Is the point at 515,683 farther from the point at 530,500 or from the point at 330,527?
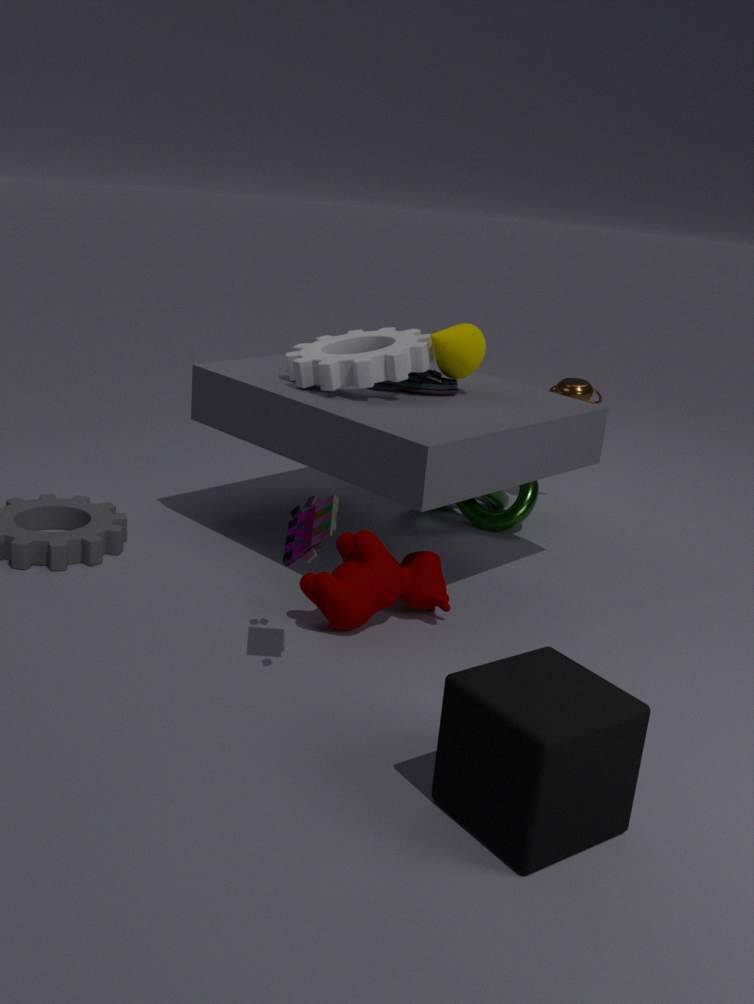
the point at 530,500
